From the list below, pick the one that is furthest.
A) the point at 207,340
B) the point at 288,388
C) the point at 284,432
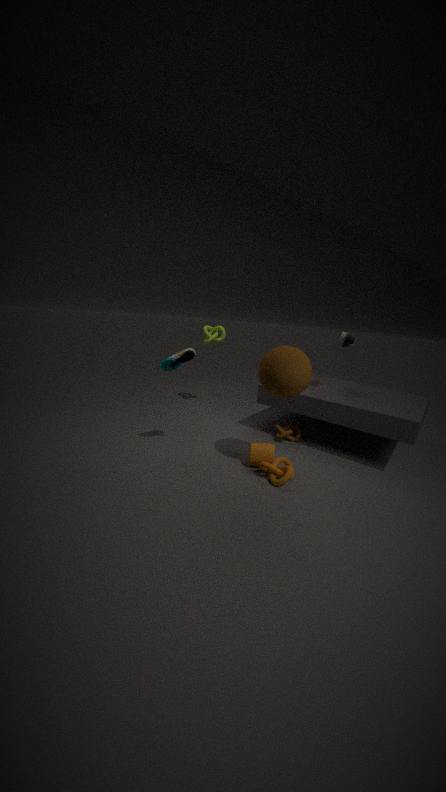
the point at 207,340
